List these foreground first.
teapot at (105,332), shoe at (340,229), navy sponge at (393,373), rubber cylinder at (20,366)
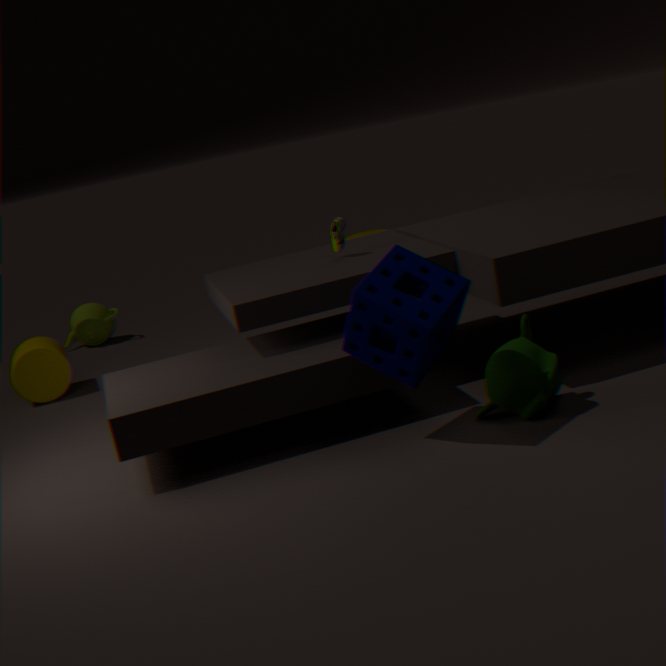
navy sponge at (393,373), shoe at (340,229), rubber cylinder at (20,366), teapot at (105,332)
